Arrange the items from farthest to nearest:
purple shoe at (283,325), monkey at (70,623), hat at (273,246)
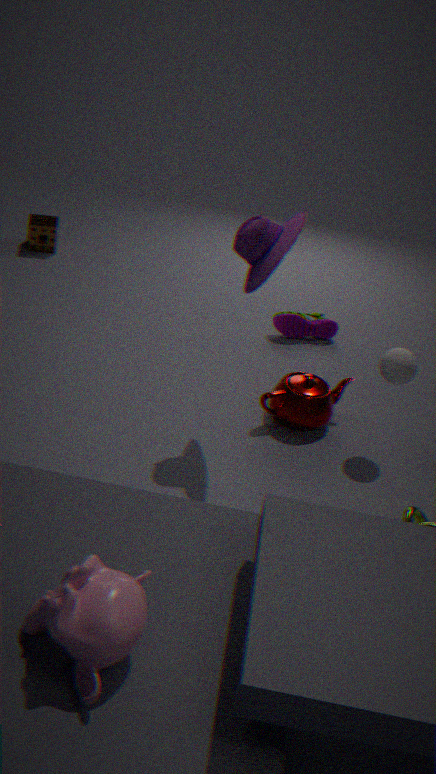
purple shoe at (283,325) → hat at (273,246) → monkey at (70,623)
